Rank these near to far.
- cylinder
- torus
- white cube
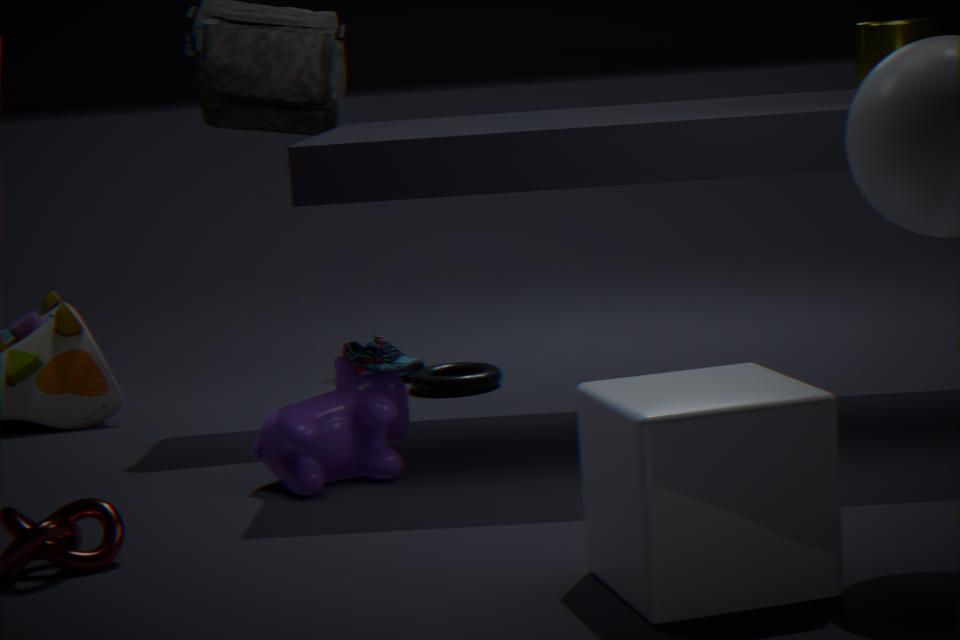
white cube
cylinder
torus
